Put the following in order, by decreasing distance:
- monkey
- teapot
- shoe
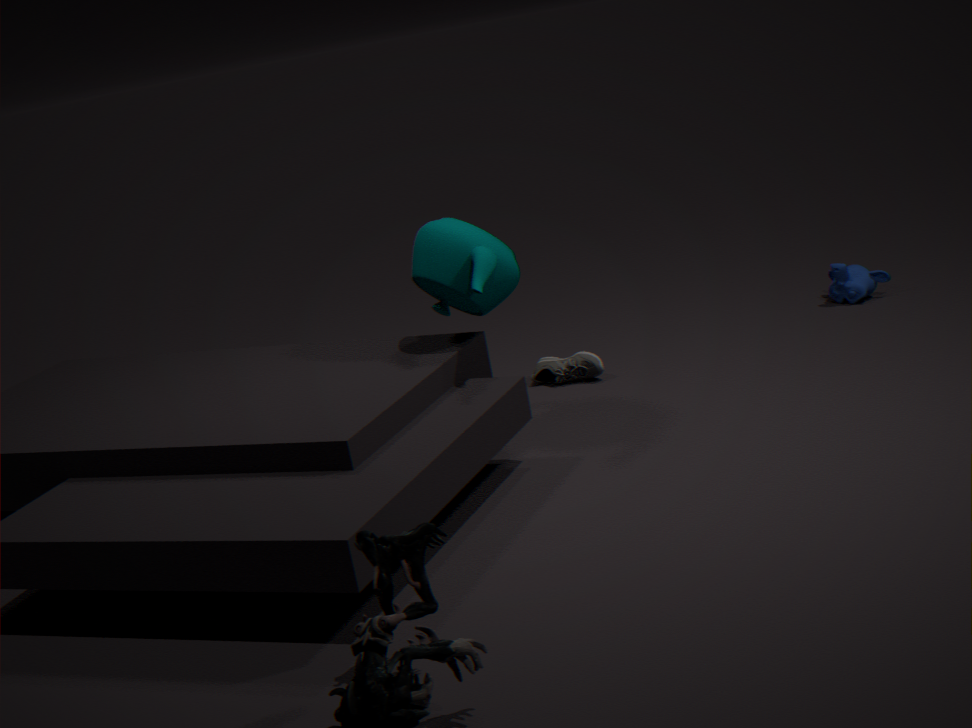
monkey
shoe
teapot
